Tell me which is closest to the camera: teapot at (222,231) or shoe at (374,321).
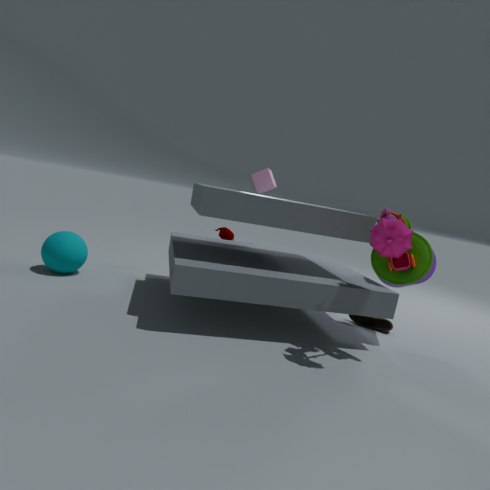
shoe at (374,321)
